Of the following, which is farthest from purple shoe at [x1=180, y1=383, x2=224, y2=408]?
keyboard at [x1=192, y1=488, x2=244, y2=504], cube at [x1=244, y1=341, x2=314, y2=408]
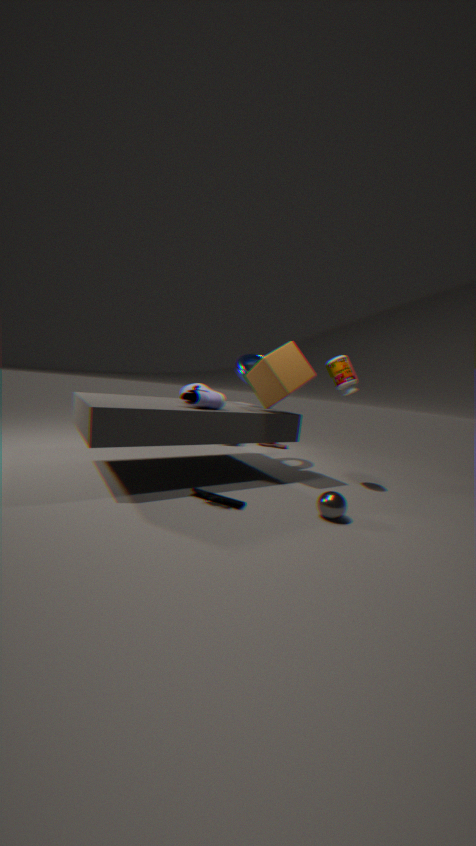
keyboard at [x1=192, y1=488, x2=244, y2=504]
